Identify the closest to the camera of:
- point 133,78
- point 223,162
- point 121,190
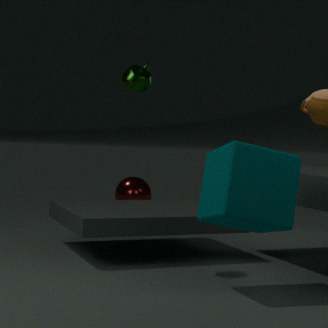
point 223,162
